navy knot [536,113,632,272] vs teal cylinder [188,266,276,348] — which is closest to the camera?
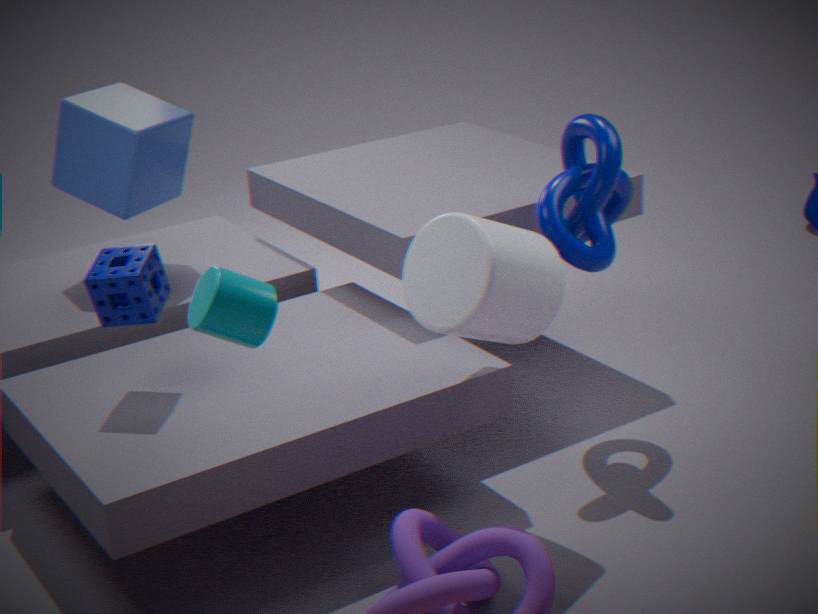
teal cylinder [188,266,276,348]
